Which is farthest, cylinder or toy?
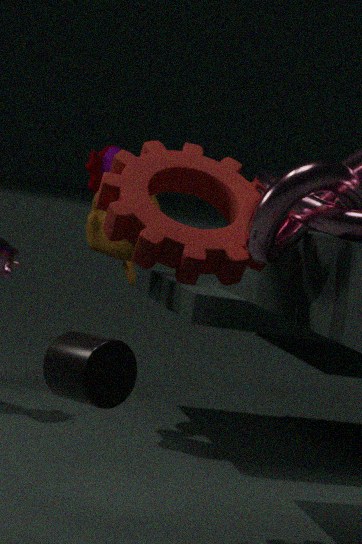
toy
